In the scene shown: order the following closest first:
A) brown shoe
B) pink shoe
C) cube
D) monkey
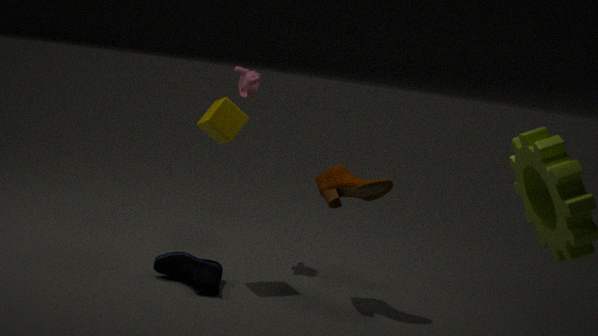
pink shoe
brown shoe
cube
monkey
